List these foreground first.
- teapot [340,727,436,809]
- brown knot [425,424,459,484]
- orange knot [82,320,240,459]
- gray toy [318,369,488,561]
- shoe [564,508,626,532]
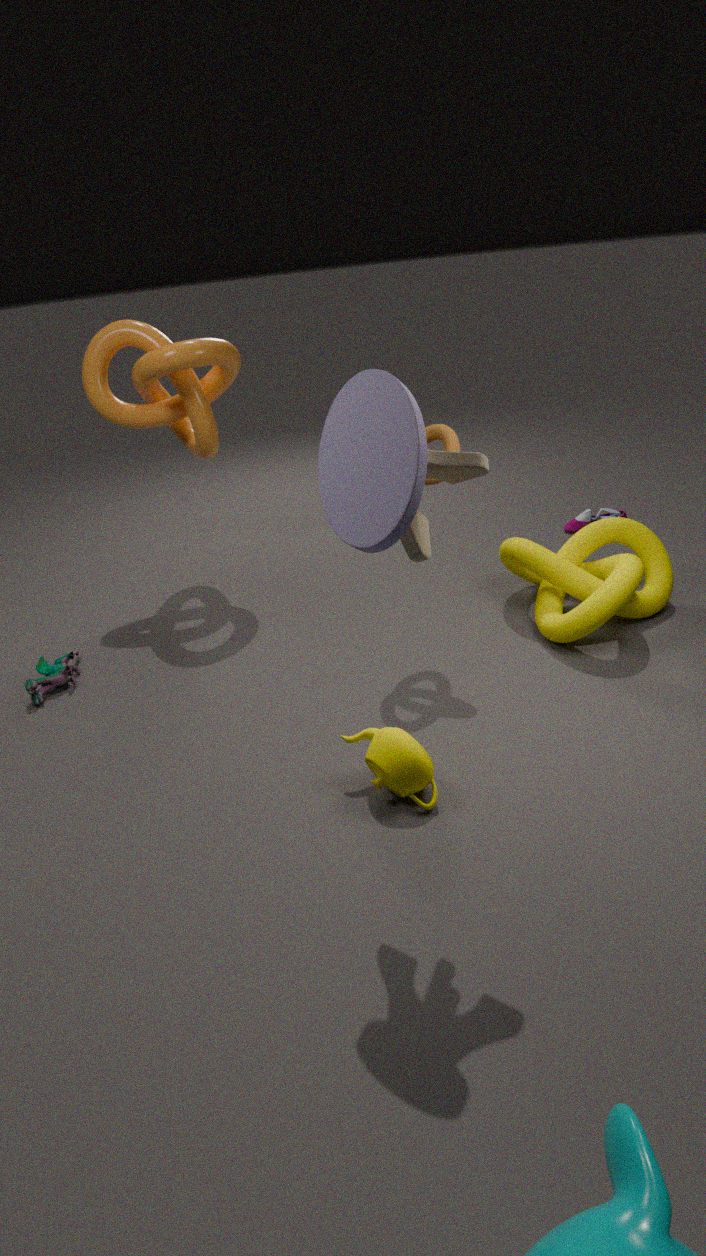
gray toy [318,369,488,561]
teapot [340,727,436,809]
brown knot [425,424,459,484]
orange knot [82,320,240,459]
shoe [564,508,626,532]
